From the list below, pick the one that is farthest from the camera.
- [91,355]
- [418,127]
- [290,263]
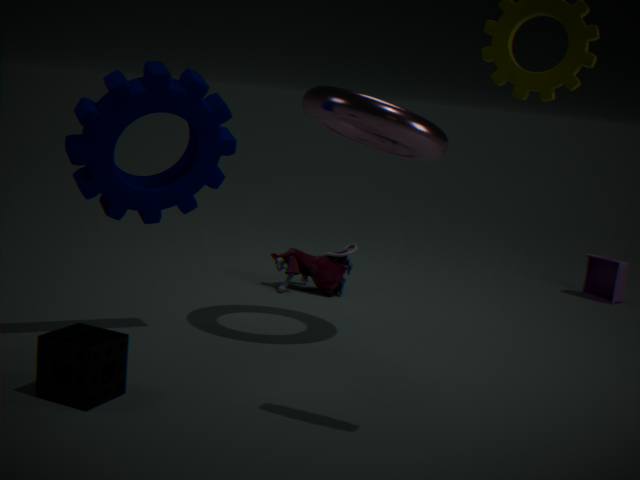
[290,263]
